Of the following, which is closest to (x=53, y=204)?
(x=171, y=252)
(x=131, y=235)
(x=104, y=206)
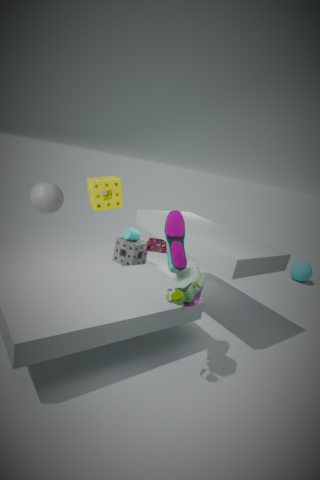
(x=104, y=206)
